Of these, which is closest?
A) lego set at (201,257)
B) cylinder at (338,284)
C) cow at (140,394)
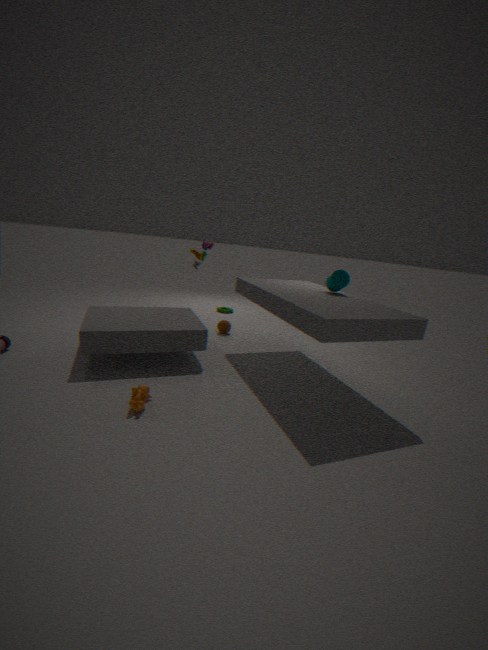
cow at (140,394)
